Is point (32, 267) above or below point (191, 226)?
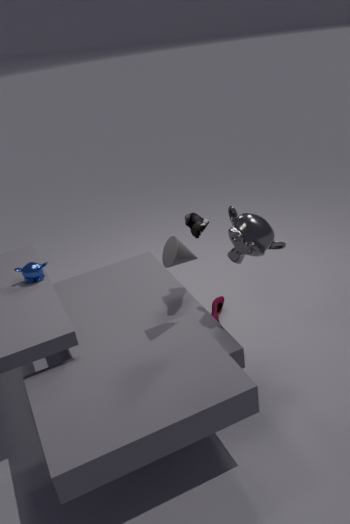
below
